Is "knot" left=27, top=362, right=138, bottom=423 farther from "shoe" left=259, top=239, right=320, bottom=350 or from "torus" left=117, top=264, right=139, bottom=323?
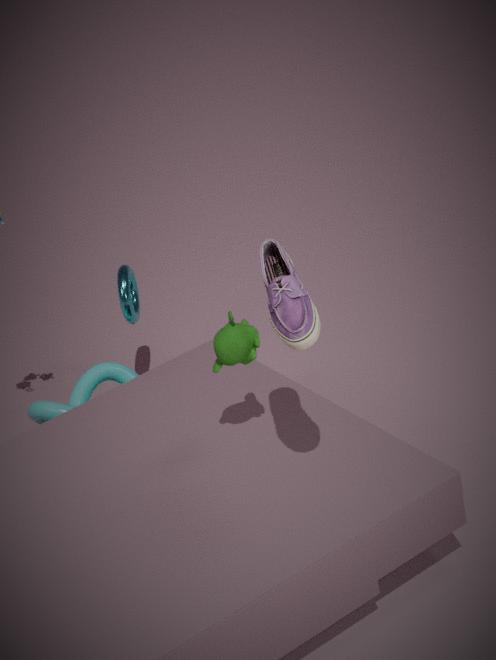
"shoe" left=259, top=239, right=320, bottom=350
